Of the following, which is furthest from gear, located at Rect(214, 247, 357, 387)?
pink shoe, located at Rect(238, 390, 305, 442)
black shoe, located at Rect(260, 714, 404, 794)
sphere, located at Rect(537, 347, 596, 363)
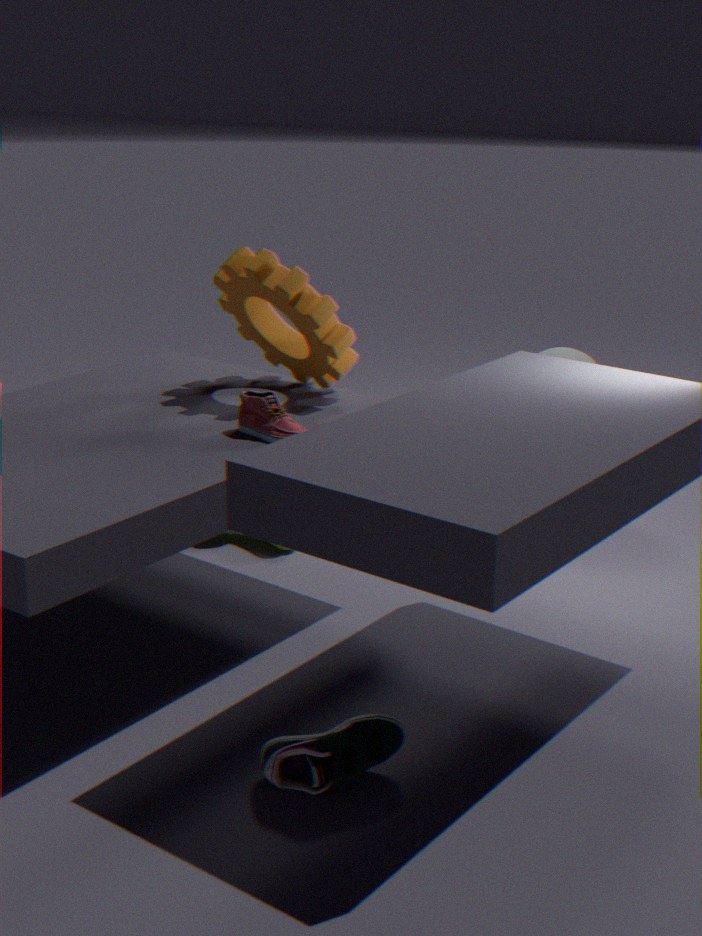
black shoe, located at Rect(260, 714, 404, 794)
